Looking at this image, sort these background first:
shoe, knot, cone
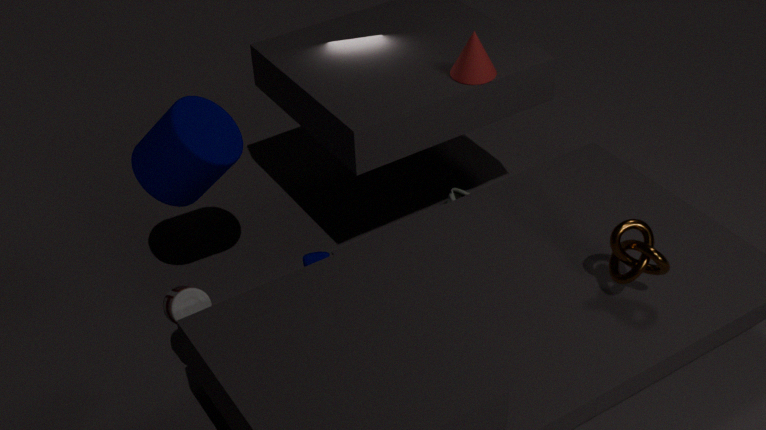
shoe, cone, knot
